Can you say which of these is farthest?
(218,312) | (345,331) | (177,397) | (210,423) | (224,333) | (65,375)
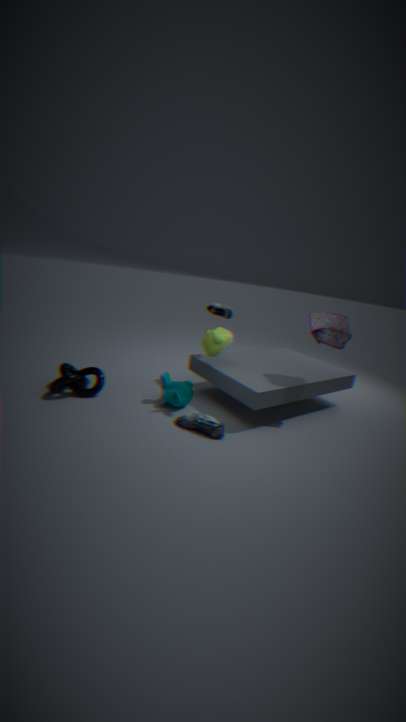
(218,312)
